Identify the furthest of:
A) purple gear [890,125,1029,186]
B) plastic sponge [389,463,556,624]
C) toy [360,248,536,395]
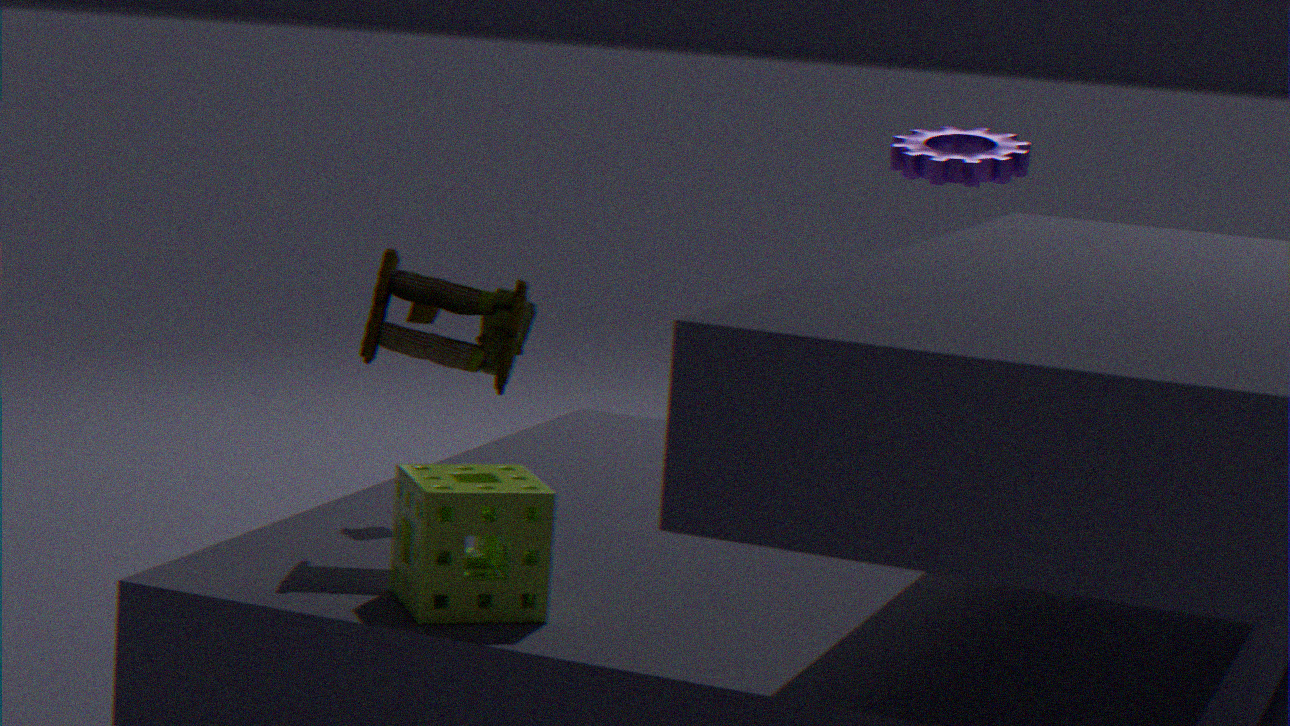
purple gear [890,125,1029,186]
